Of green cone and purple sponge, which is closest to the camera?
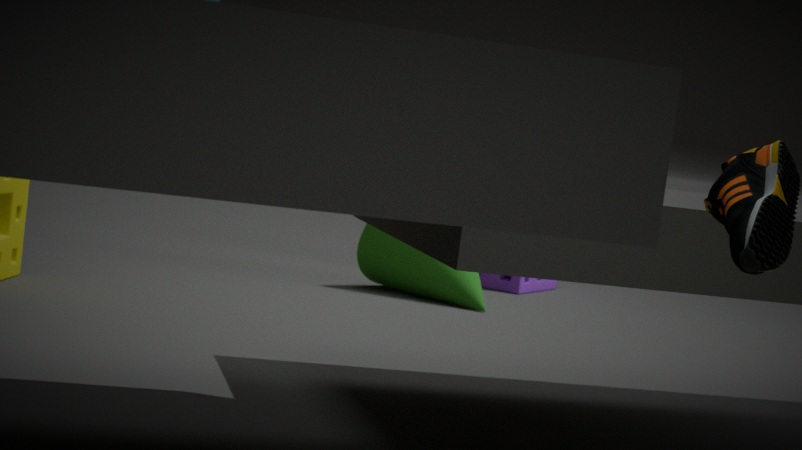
green cone
